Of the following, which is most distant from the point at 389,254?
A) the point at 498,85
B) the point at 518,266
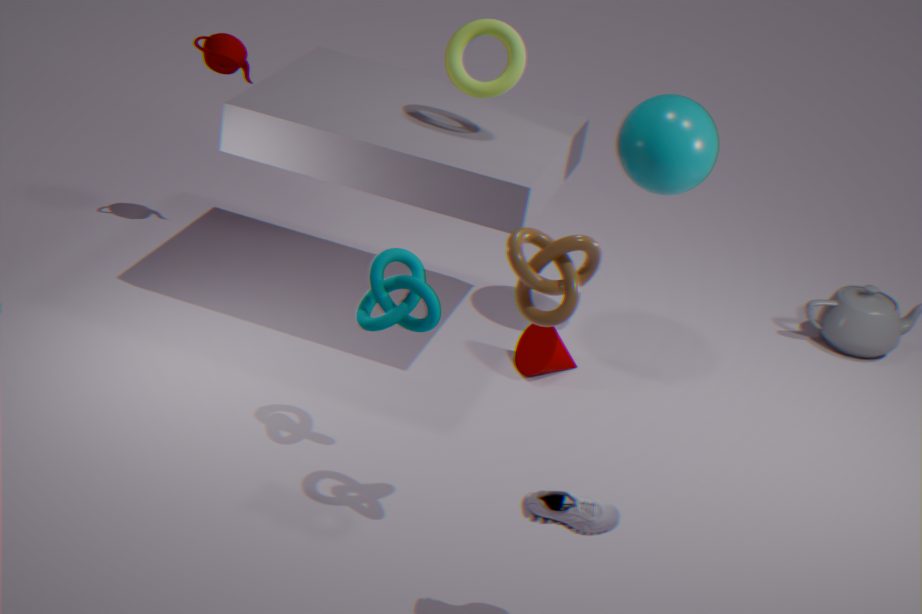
the point at 498,85
